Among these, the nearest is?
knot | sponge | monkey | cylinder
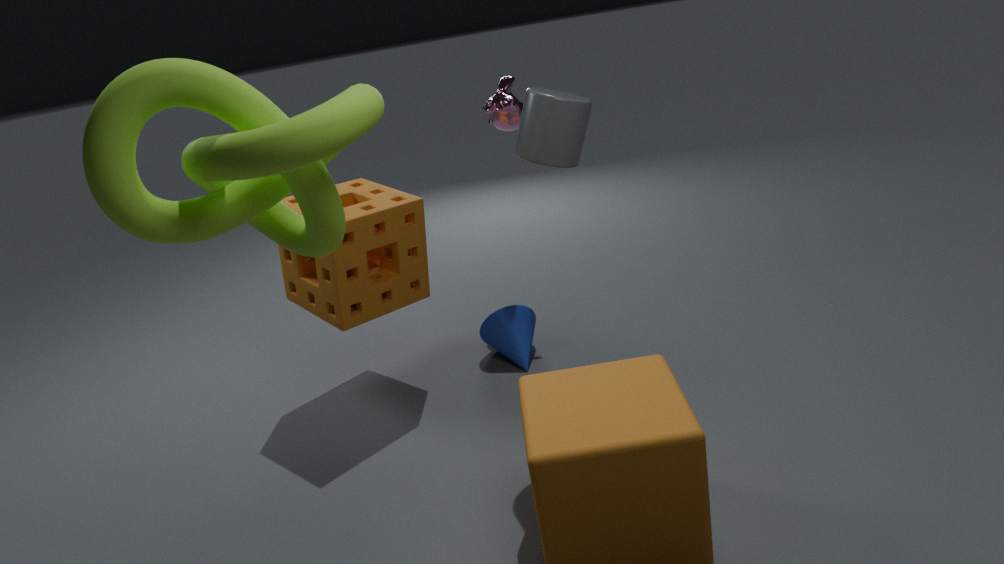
knot
